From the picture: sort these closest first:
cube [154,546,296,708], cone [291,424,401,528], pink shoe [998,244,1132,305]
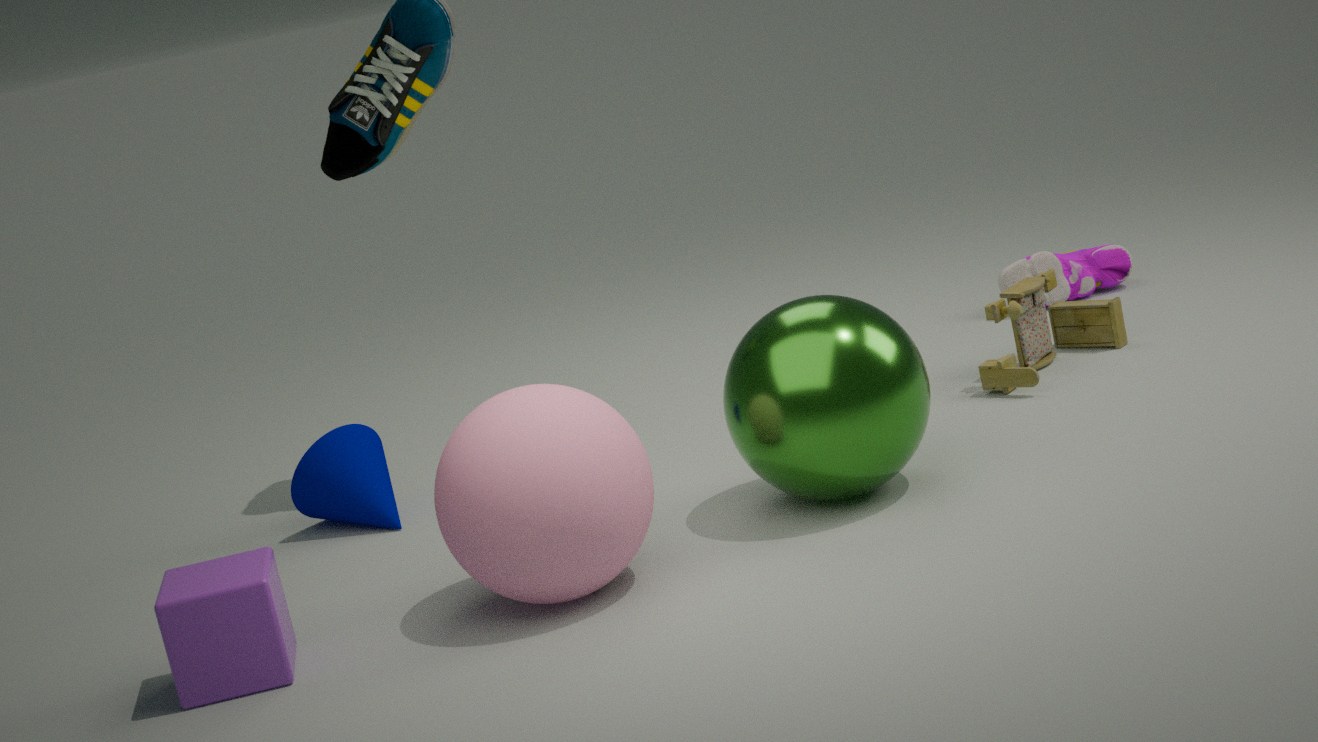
cube [154,546,296,708], cone [291,424,401,528], pink shoe [998,244,1132,305]
